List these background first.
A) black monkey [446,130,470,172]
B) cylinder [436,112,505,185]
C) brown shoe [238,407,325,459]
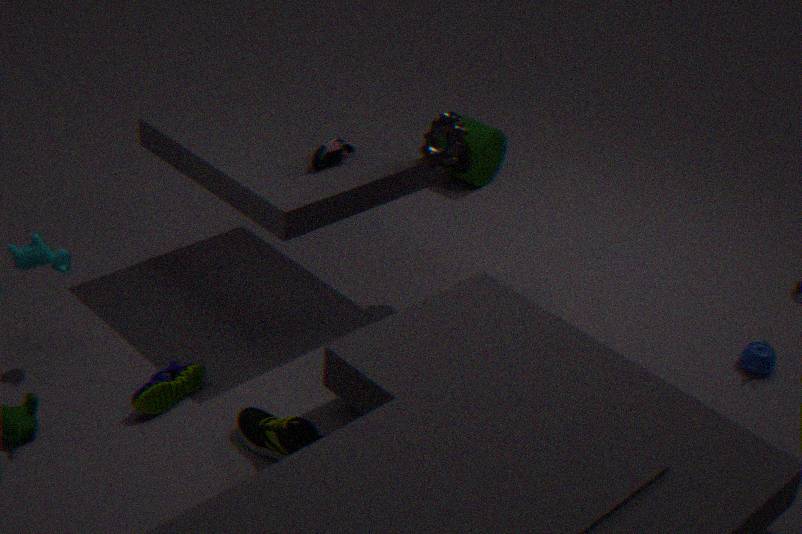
1. cylinder [436,112,505,185]
2. black monkey [446,130,470,172]
3. brown shoe [238,407,325,459]
